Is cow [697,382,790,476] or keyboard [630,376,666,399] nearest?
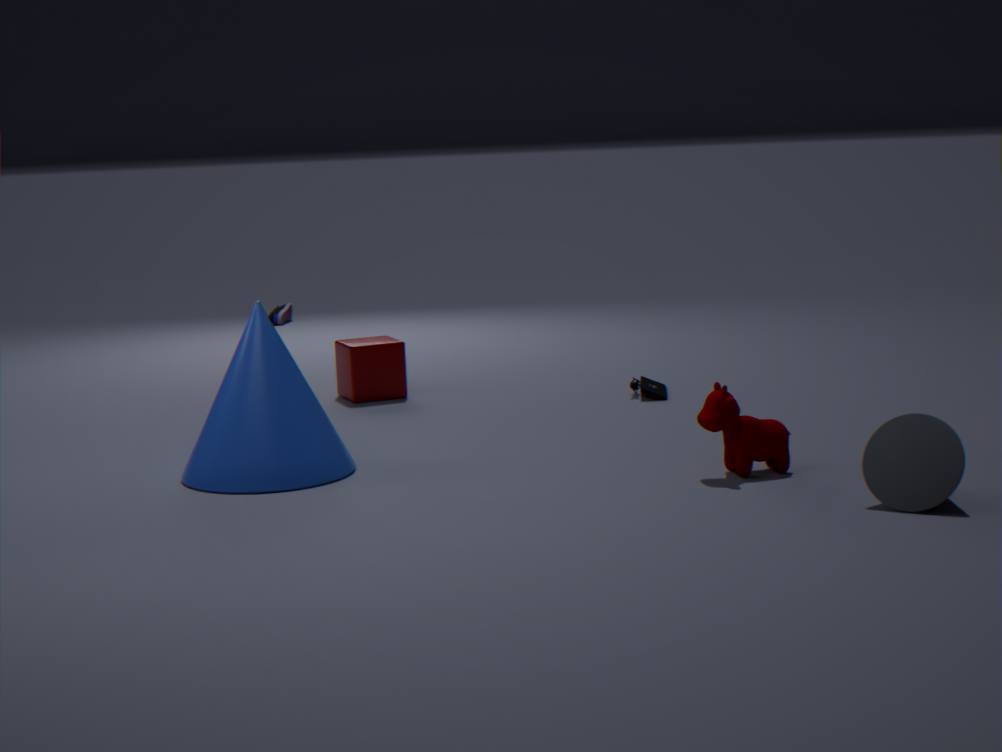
cow [697,382,790,476]
